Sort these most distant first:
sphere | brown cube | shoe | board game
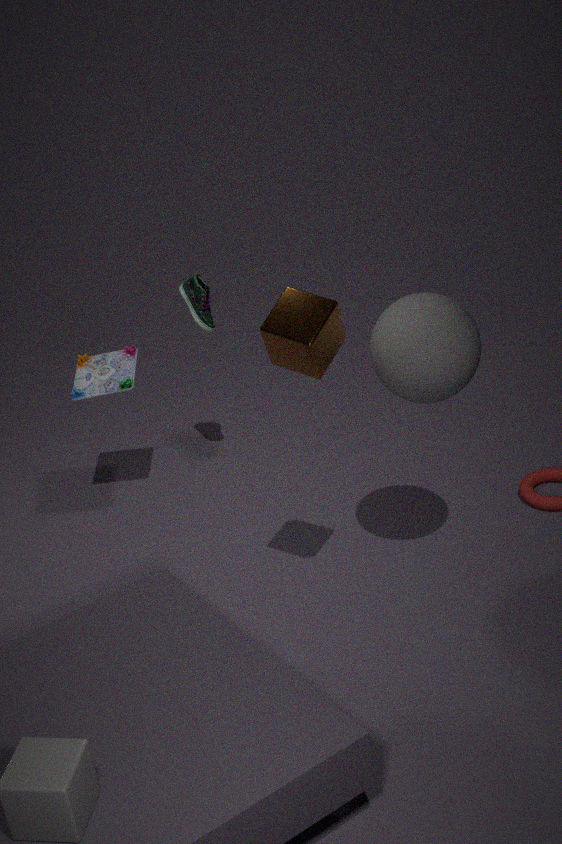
1. shoe
2. board game
3. sphere
4. brown cube
